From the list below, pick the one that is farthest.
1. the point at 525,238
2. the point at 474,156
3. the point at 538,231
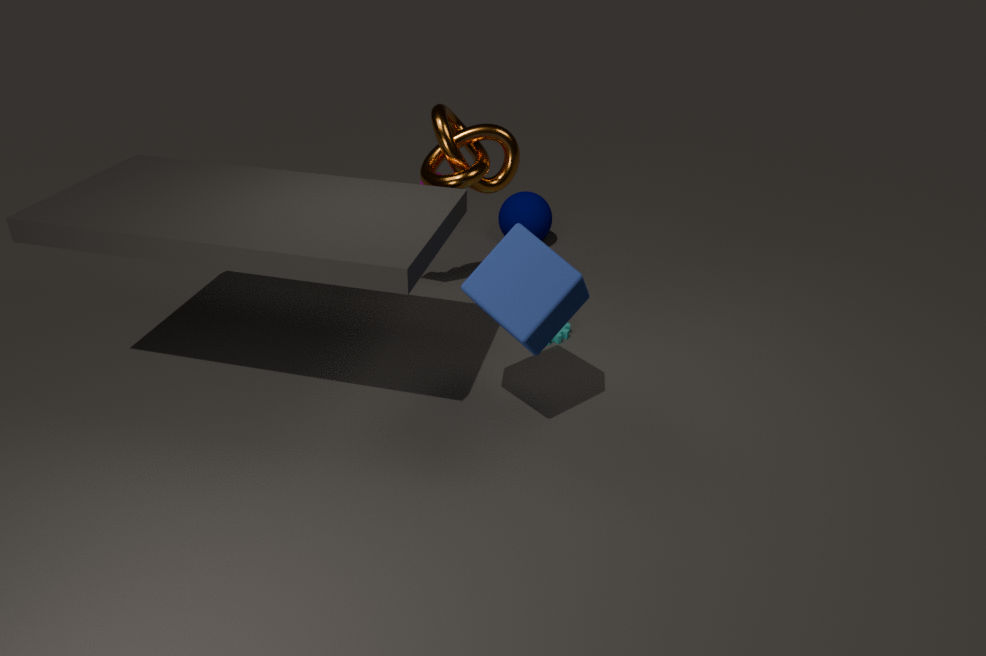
the point at 538,231
